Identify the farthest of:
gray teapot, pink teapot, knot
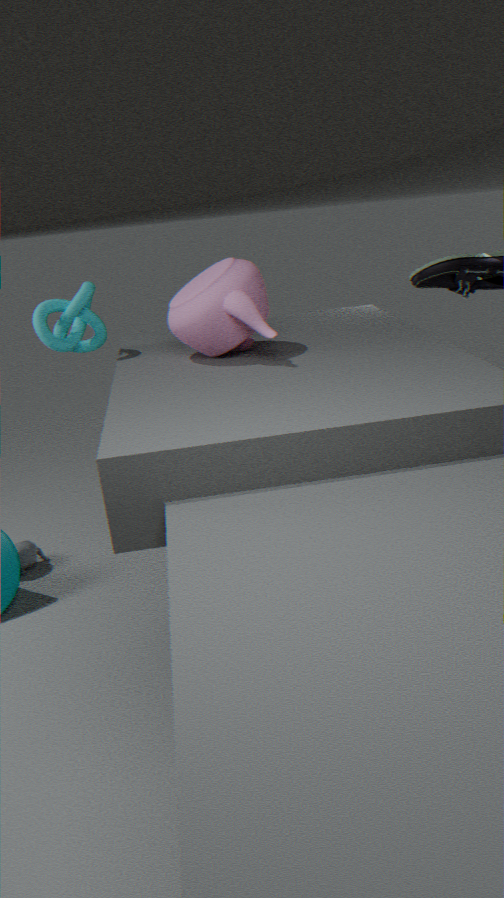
gray teapot
